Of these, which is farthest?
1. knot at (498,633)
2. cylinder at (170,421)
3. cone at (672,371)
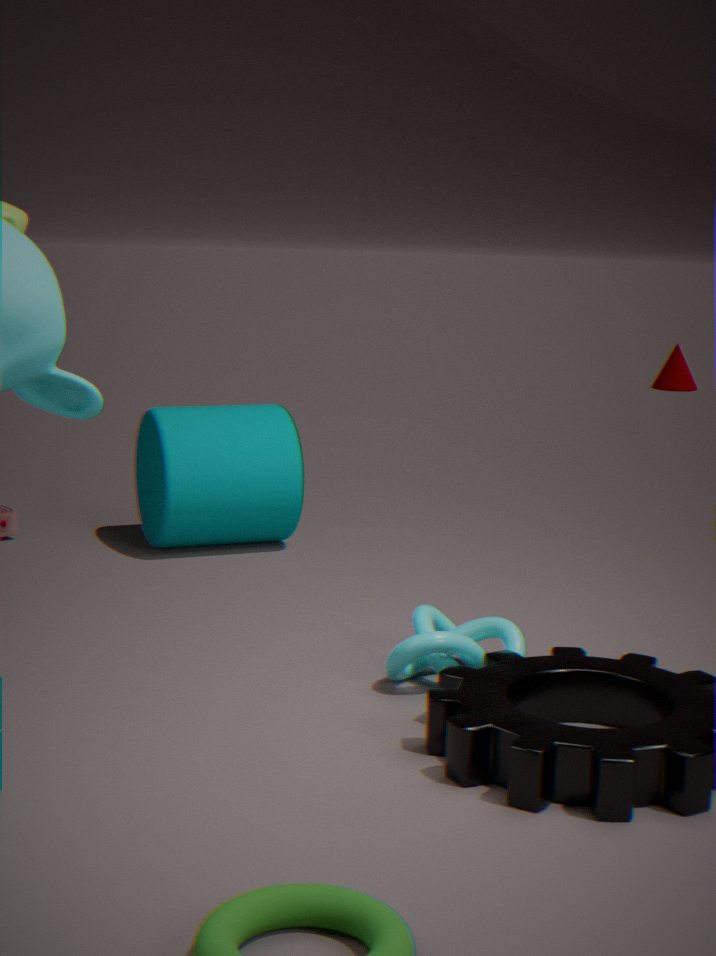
cone at (672,371)
